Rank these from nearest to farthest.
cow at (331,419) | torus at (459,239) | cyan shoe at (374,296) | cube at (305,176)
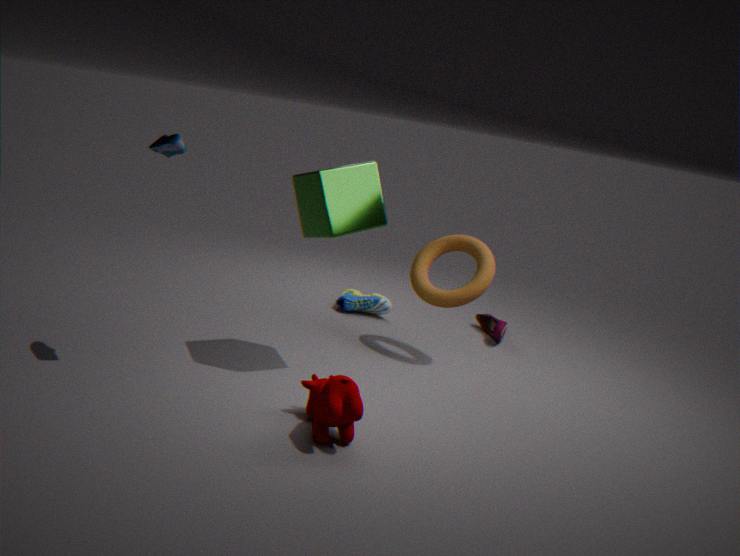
cow at (331,419)
cube at (305,176)
torus at (459,239)
cyan shoe at (374,296)
